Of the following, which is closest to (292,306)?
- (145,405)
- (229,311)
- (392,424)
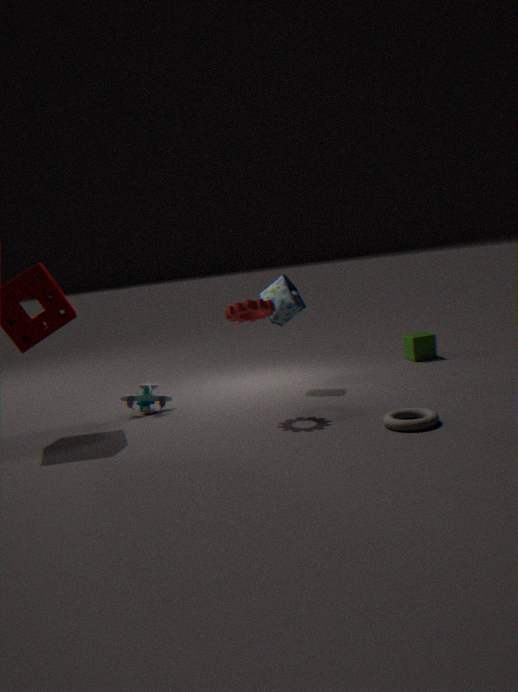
Answer: (229,311)
